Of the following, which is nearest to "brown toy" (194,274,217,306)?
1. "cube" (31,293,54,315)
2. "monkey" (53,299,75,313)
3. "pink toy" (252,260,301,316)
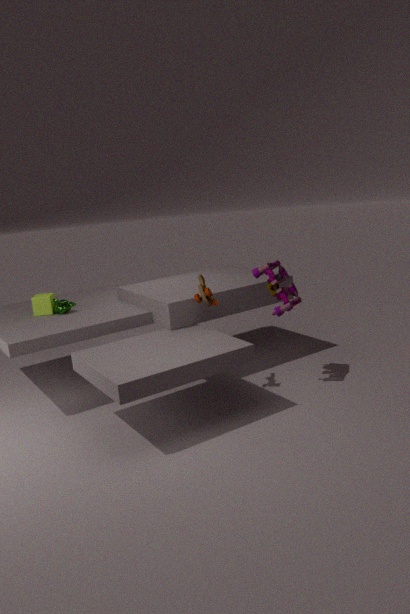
"pink toy" (252,260,301,316)
